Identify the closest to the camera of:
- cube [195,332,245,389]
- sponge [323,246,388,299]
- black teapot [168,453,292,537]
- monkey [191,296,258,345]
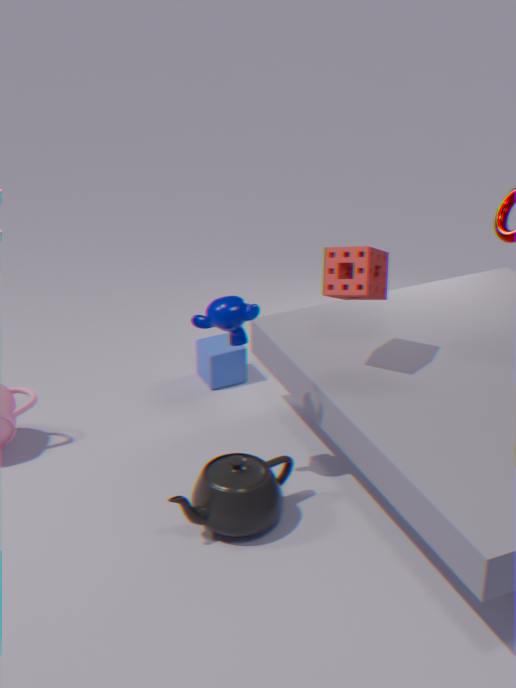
black teapot [168,453,292,537]
